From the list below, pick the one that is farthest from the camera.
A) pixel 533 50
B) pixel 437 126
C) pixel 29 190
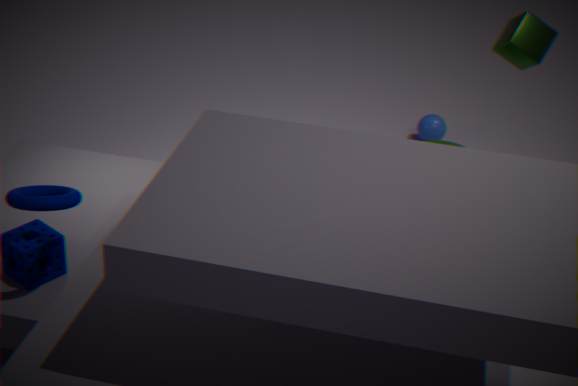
pixel 437 126
